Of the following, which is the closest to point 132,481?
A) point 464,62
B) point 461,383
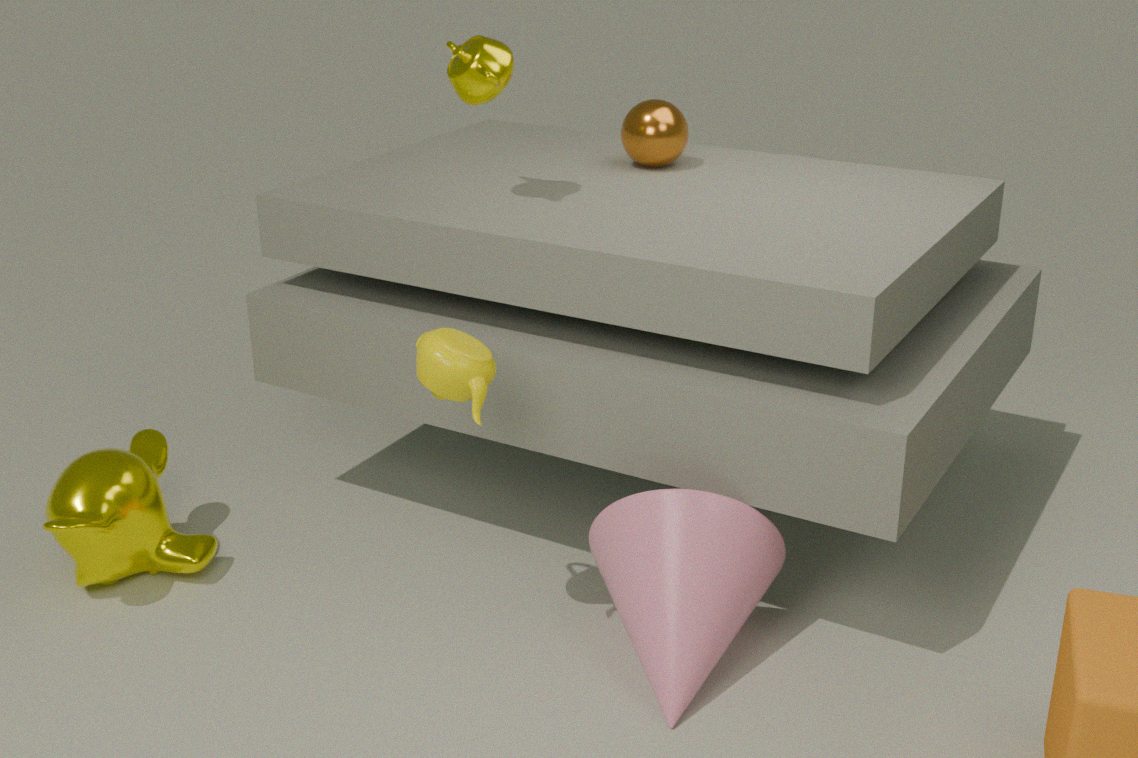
point 461,383
